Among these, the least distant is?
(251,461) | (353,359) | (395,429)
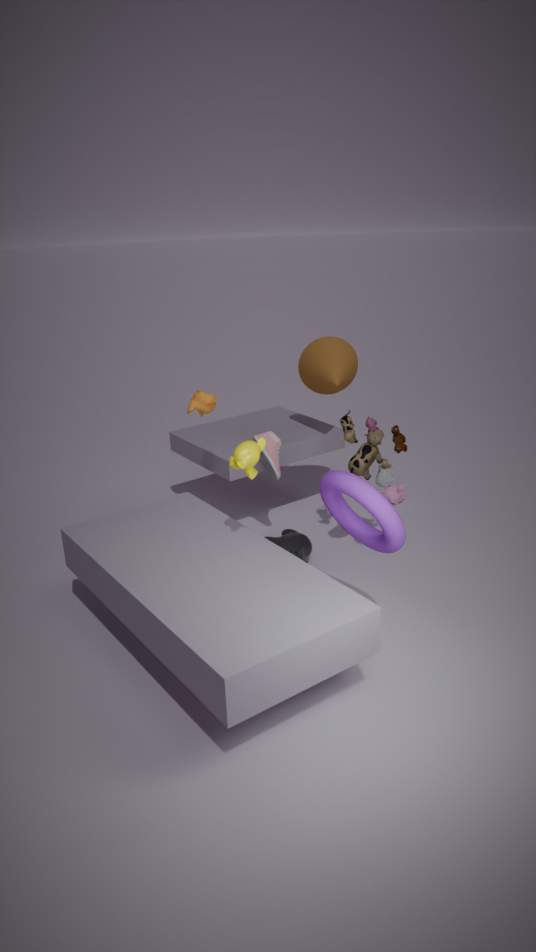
(251,461)
